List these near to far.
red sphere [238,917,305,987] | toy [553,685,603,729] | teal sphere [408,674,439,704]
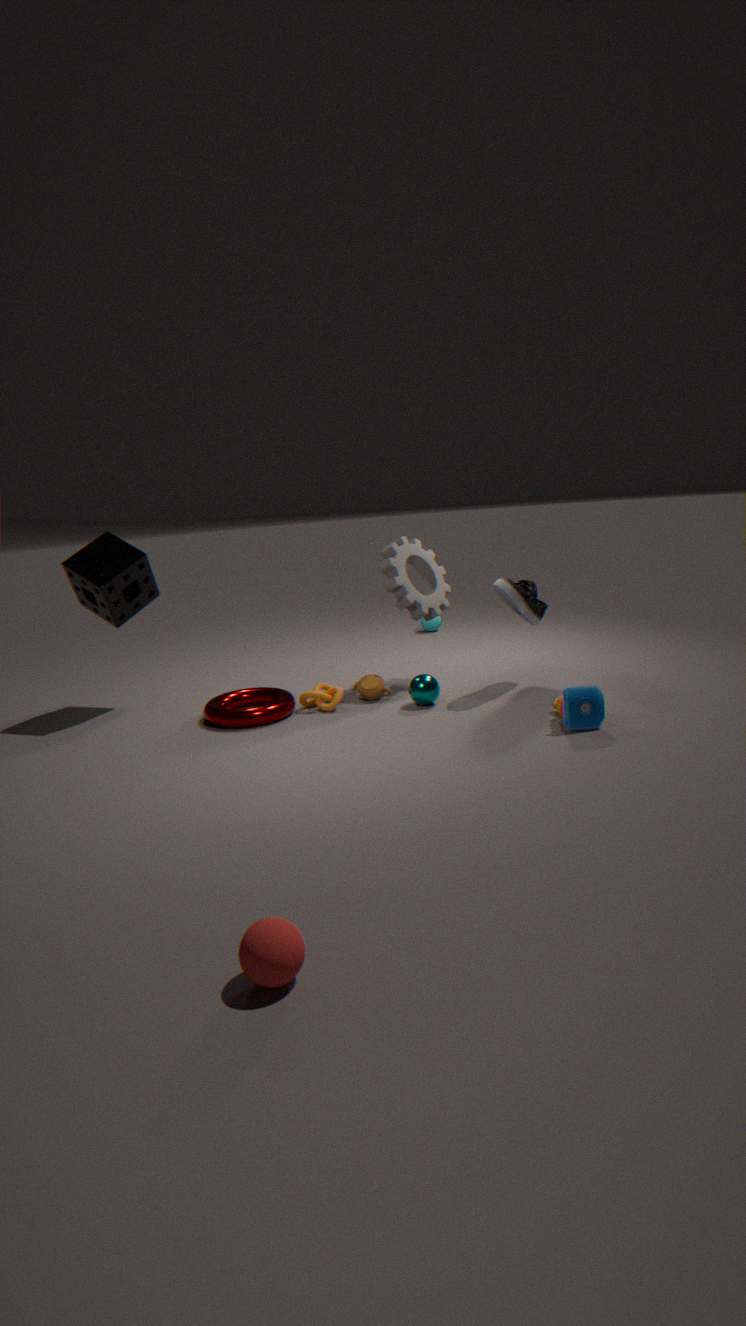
red sphere [238,917,305,987]
toy [553,685,603,729]
teal sphere [408,674,439,704]
